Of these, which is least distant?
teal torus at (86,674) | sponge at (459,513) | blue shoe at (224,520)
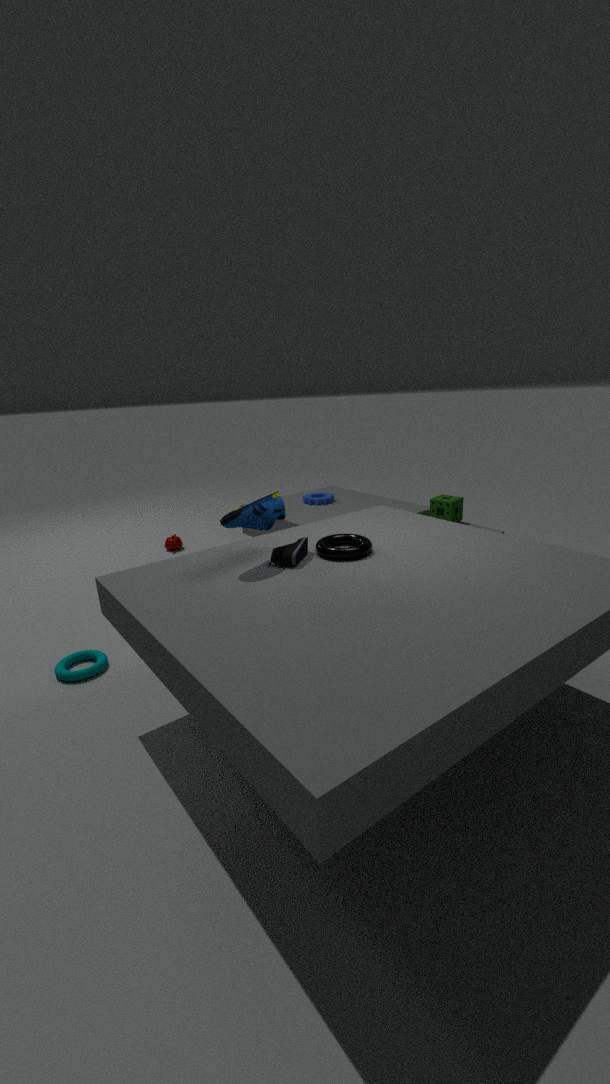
blue shoe at (224,520)
